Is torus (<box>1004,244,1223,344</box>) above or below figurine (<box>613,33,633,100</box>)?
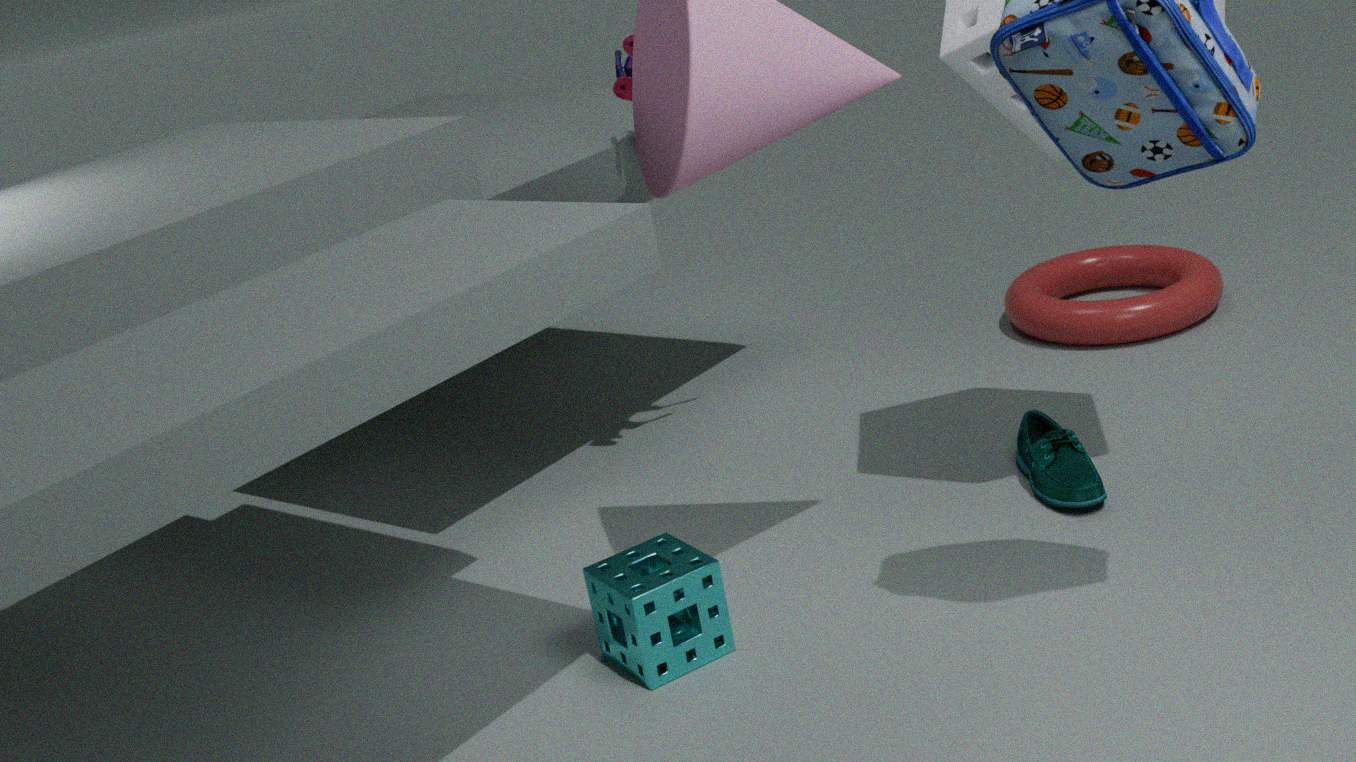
below
